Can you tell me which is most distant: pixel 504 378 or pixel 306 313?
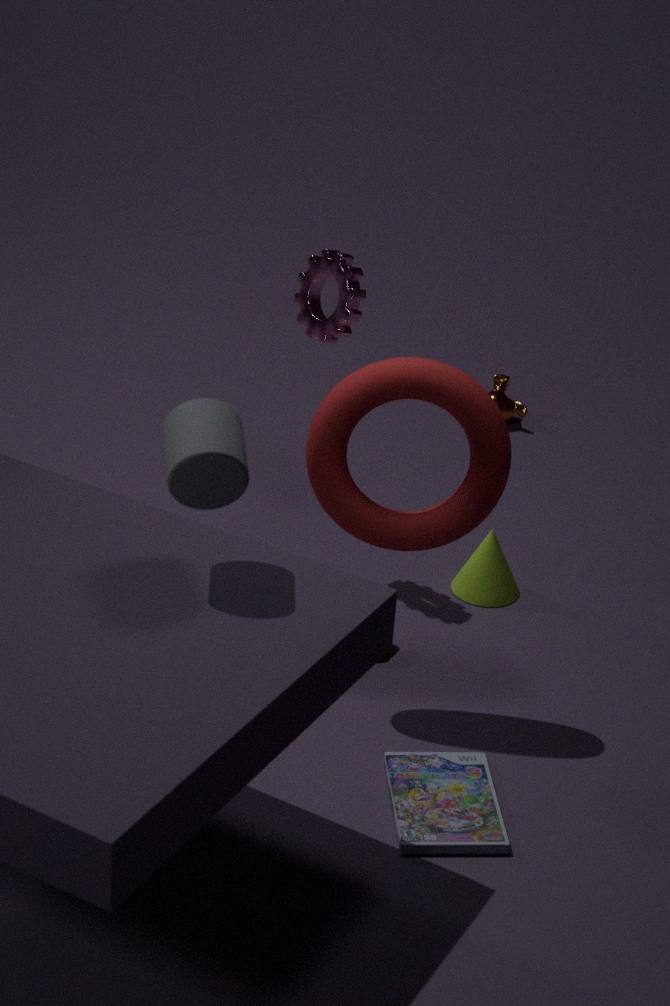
pixel 504 378
